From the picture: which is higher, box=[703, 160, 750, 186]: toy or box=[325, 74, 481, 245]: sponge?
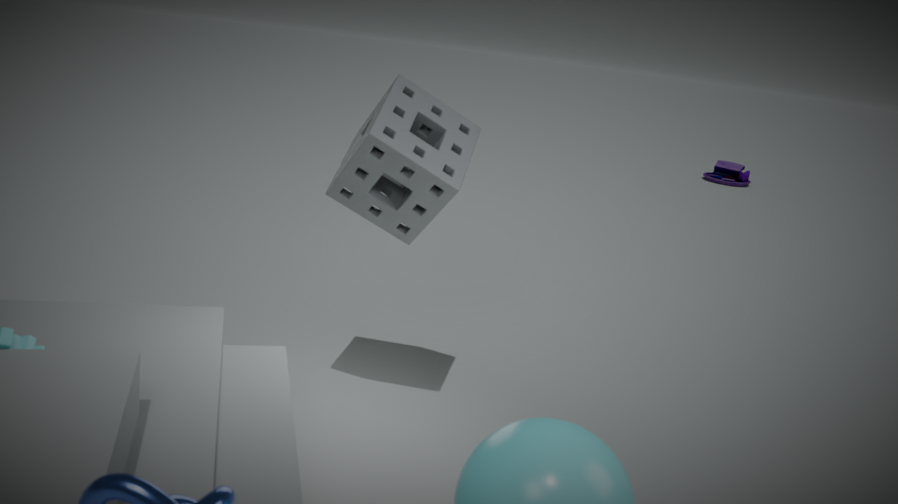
box=[325, 74, 481, 245]: sponge
